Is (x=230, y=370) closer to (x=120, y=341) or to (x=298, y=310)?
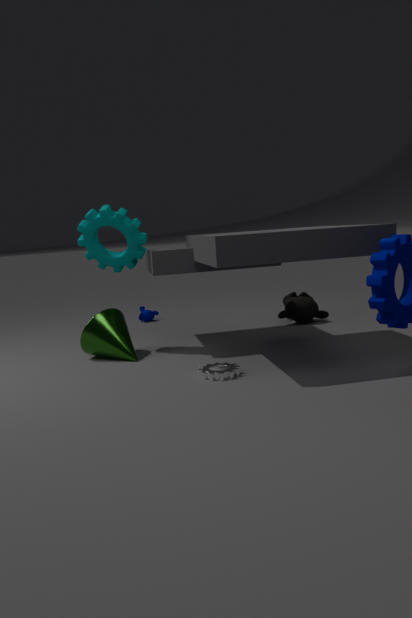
(x=120, y=341)
